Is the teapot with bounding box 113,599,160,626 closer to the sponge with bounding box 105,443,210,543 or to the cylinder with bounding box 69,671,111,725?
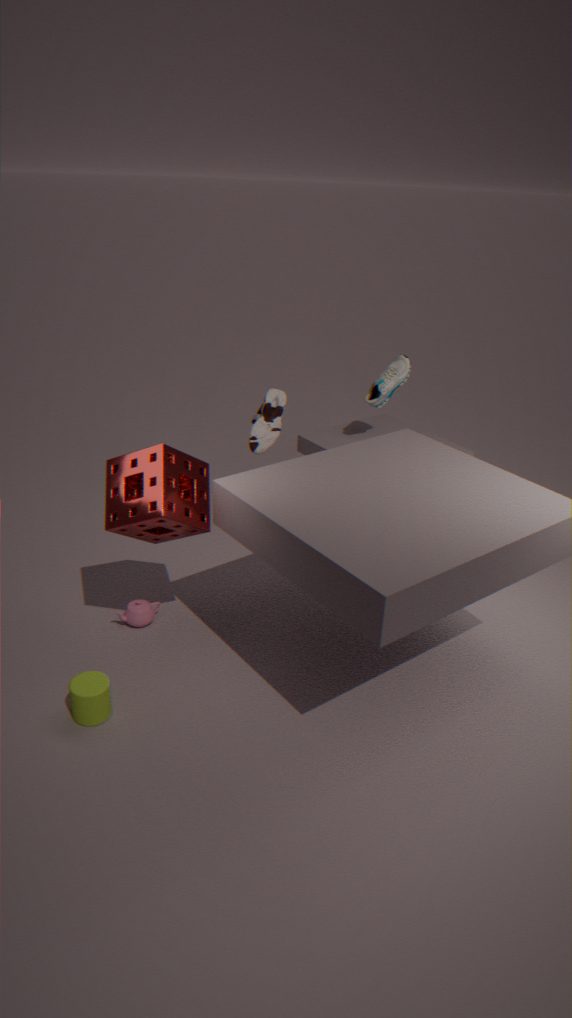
the sponge with bounding box 105,443,210,543
